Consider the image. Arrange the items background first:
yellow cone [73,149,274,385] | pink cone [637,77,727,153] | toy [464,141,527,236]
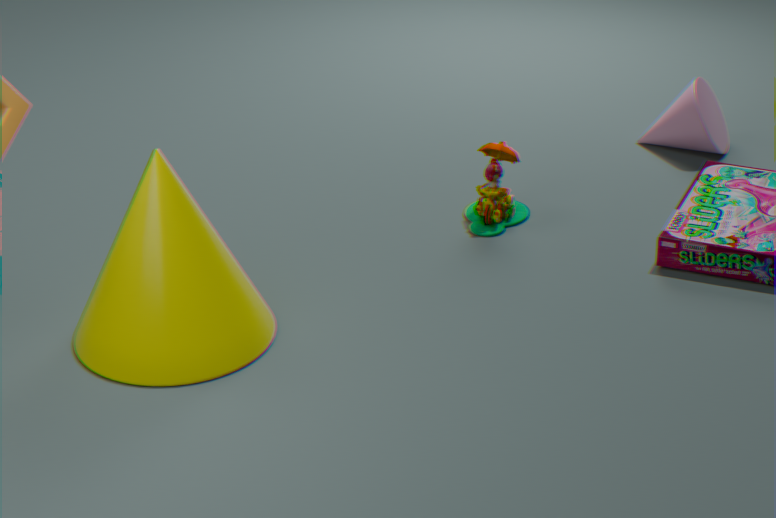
pink cone [637,77,727,153], toy [464,141,527,236], yellow cone [73,149,274,385]
